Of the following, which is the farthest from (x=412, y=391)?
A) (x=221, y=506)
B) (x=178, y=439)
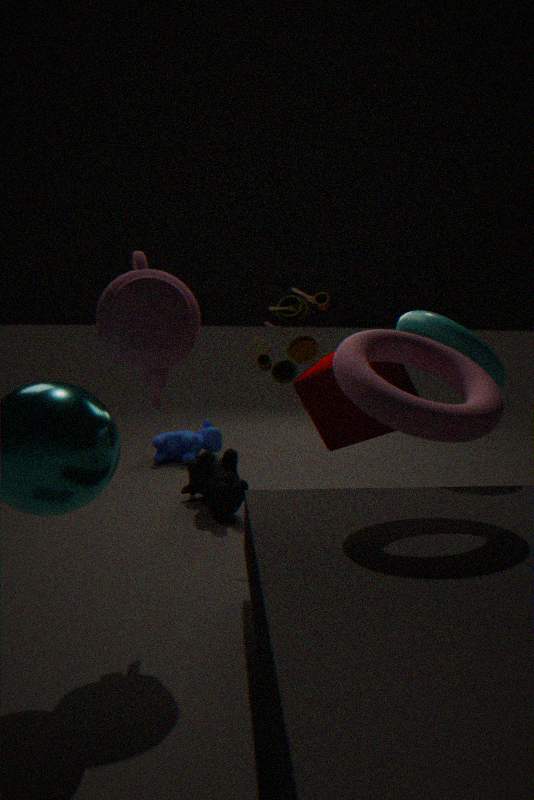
(x=178, y=439)
